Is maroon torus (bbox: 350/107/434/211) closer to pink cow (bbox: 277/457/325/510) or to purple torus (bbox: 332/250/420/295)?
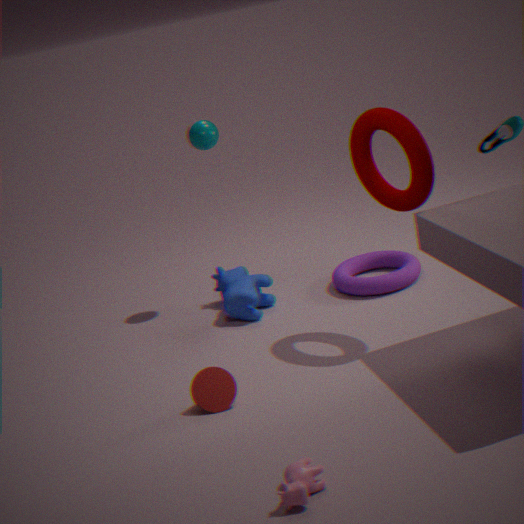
purple torus (bbox: 332/250/420/295)
